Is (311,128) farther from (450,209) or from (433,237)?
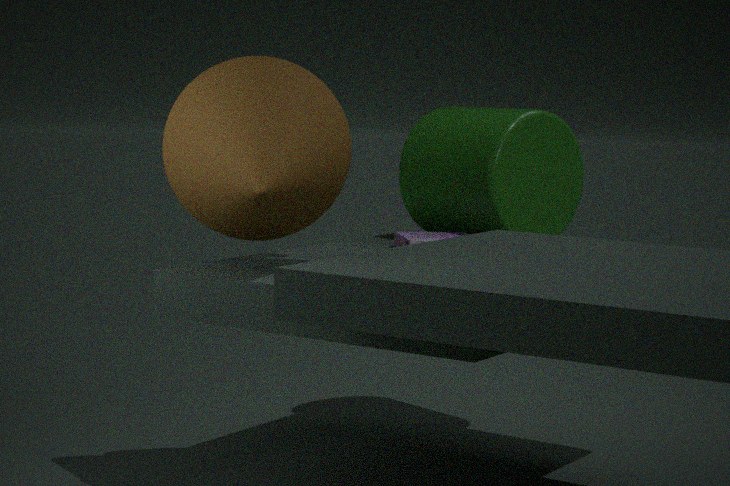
(450,209)
